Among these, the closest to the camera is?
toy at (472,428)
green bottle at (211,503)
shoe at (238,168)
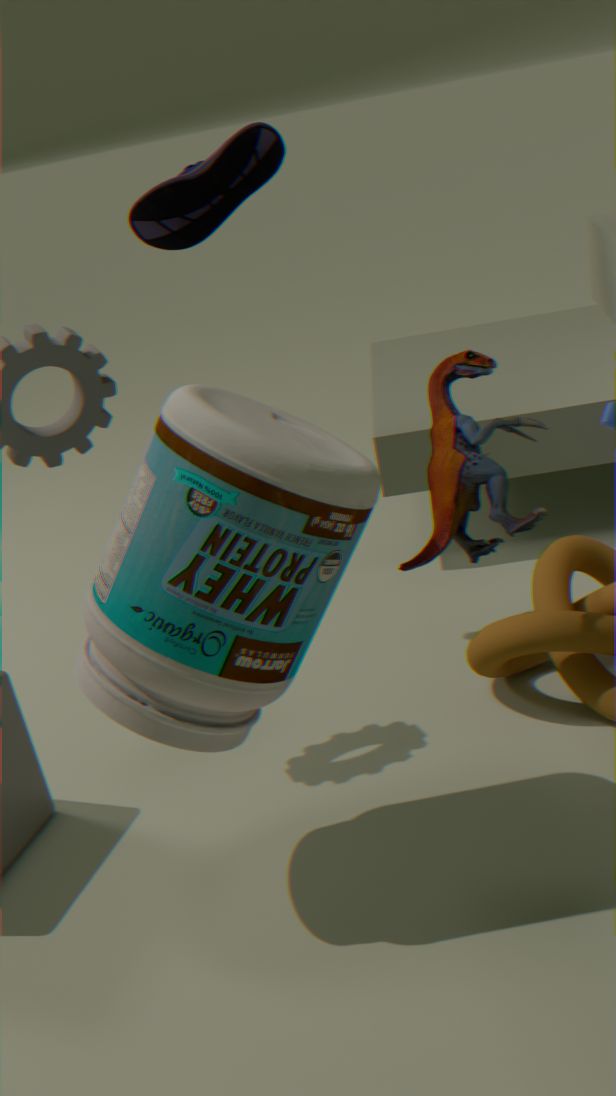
green bottle at (211,503)
